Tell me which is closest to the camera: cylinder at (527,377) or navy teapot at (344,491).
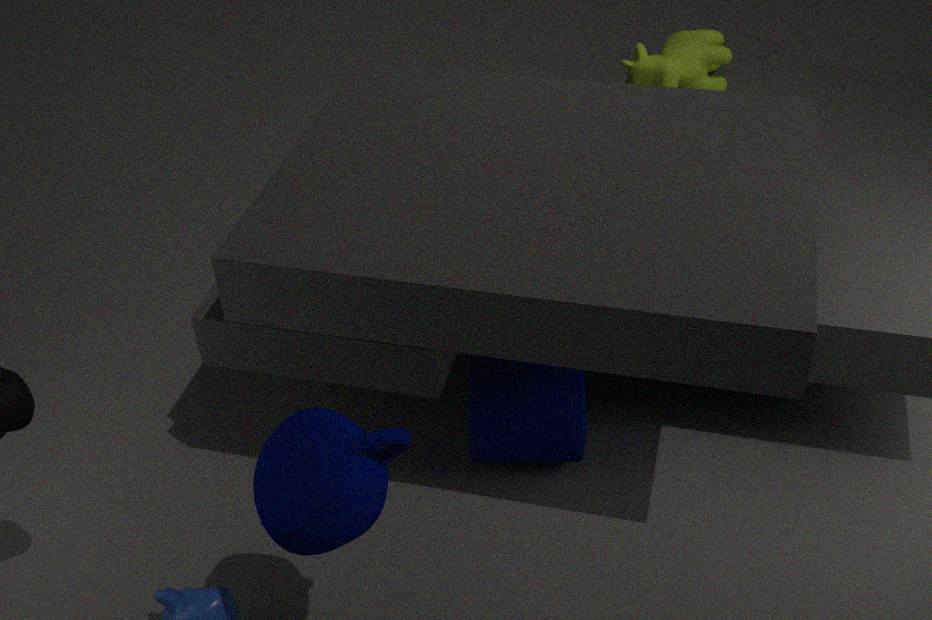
navy teapot at (344,491)
